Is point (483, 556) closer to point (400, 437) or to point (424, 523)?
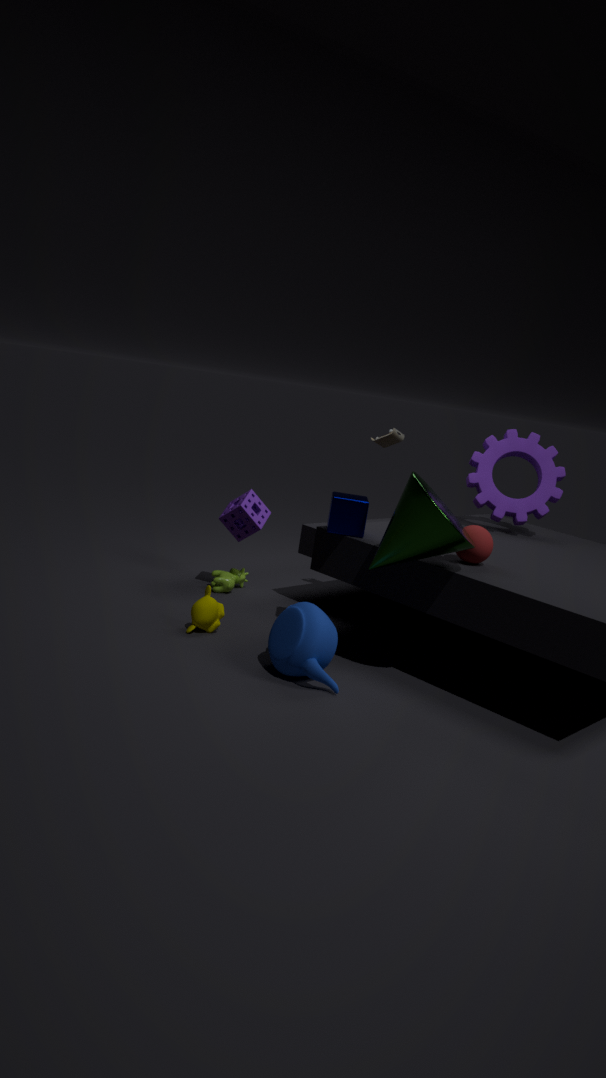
point (424, 523)
